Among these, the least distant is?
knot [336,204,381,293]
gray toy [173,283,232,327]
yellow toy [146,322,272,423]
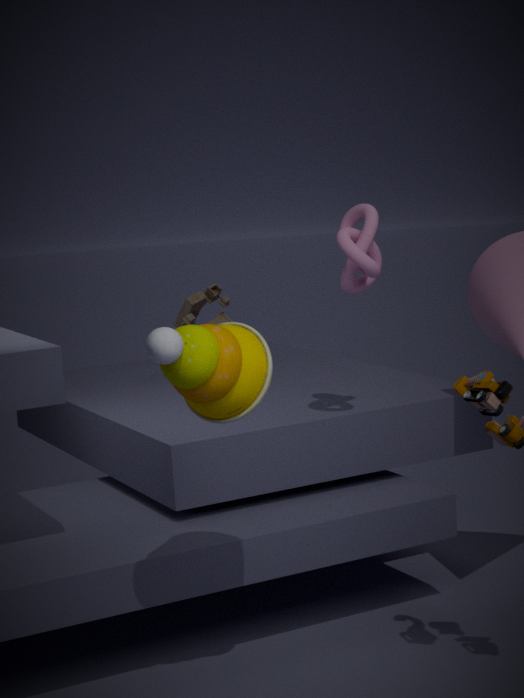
yellow toy [146,322,272,423]
